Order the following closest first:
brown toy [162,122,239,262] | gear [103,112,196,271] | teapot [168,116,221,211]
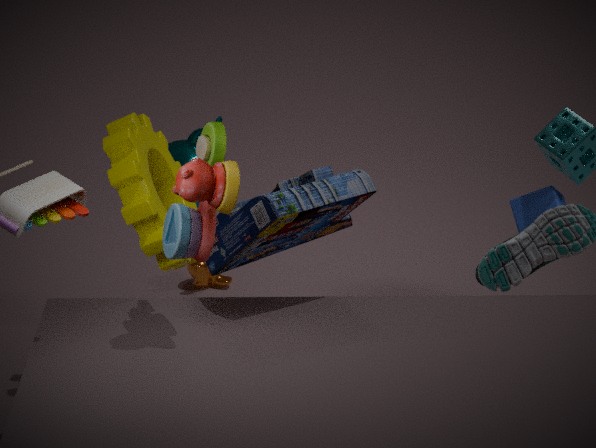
brown toy [162,122,239,262] < gear [103,112,196,271] < teapot [168,116,221,211]
